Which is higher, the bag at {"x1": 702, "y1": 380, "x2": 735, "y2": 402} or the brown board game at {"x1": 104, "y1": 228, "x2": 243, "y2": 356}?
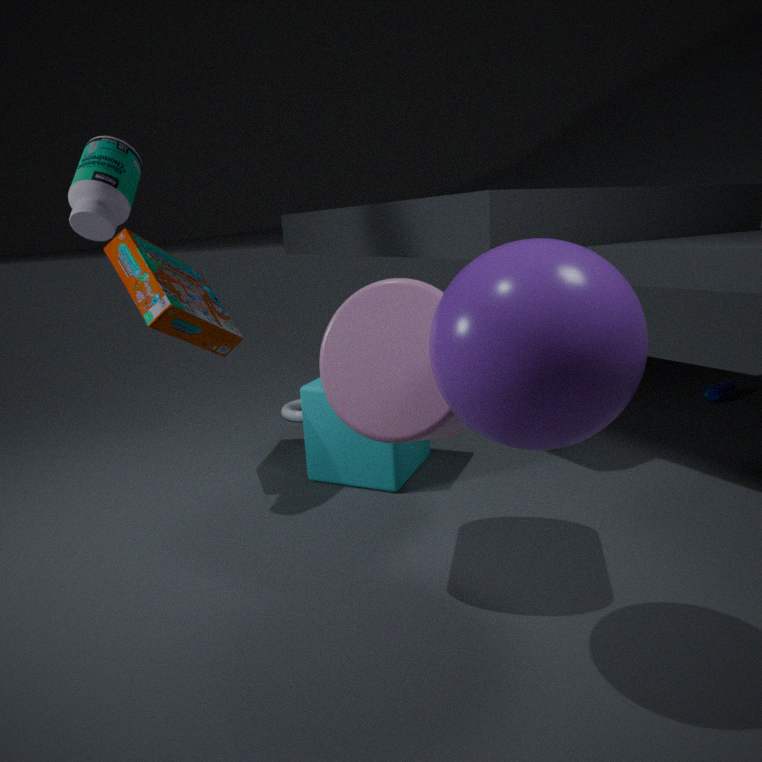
the brown board game at {"x1": 104, "y1": 228, "x2": 243, "y2": 356}
